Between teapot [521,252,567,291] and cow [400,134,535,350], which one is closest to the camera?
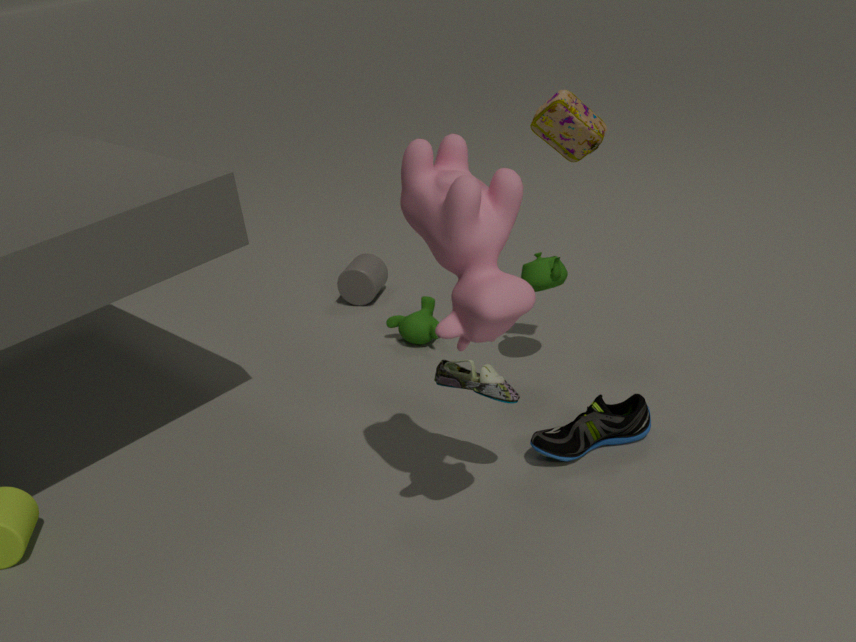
cow [400,134,535,350]
